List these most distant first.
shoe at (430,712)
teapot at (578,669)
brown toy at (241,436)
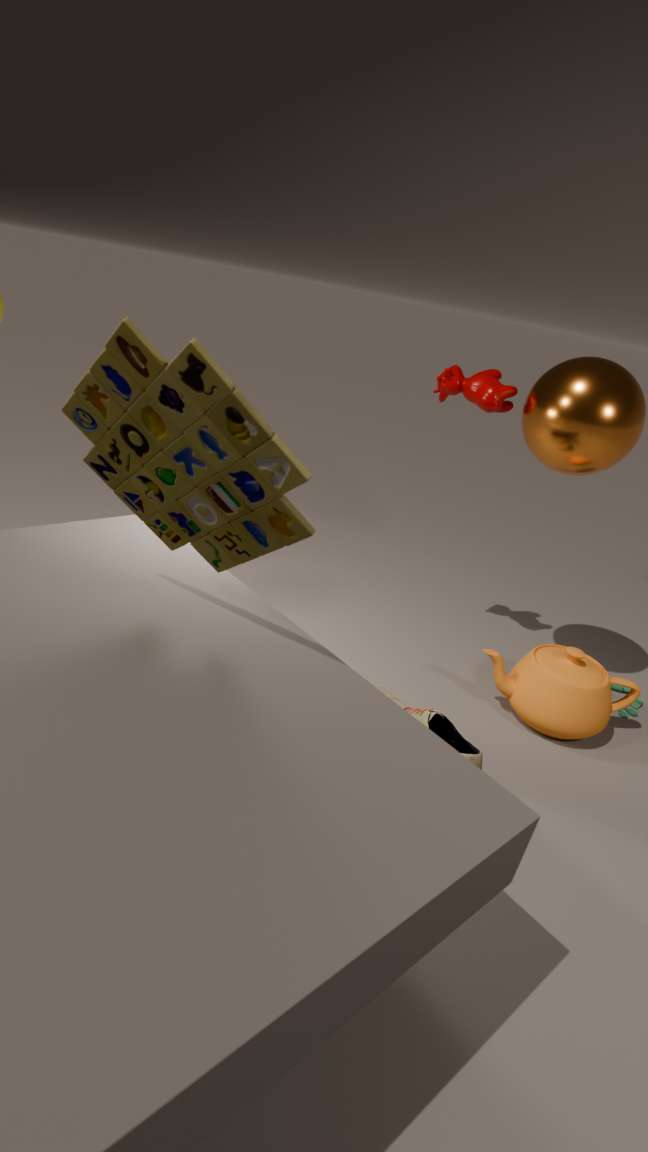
teapot at (578,669) < shoe at (430,712) < brown toy at (241,436)
